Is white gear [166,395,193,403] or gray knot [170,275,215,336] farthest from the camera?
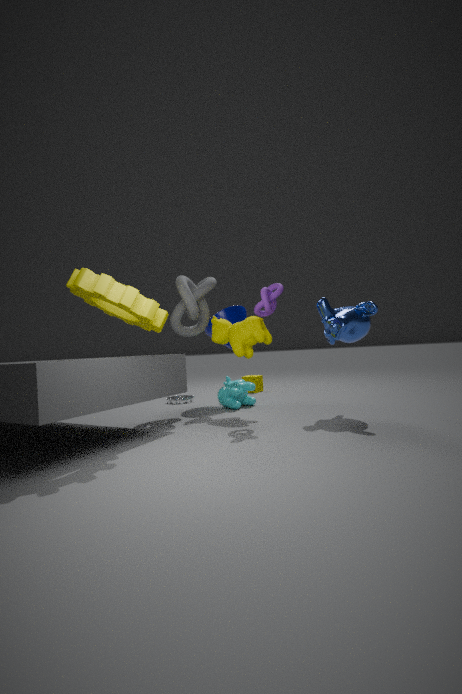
white gear [166,395,193,403]
